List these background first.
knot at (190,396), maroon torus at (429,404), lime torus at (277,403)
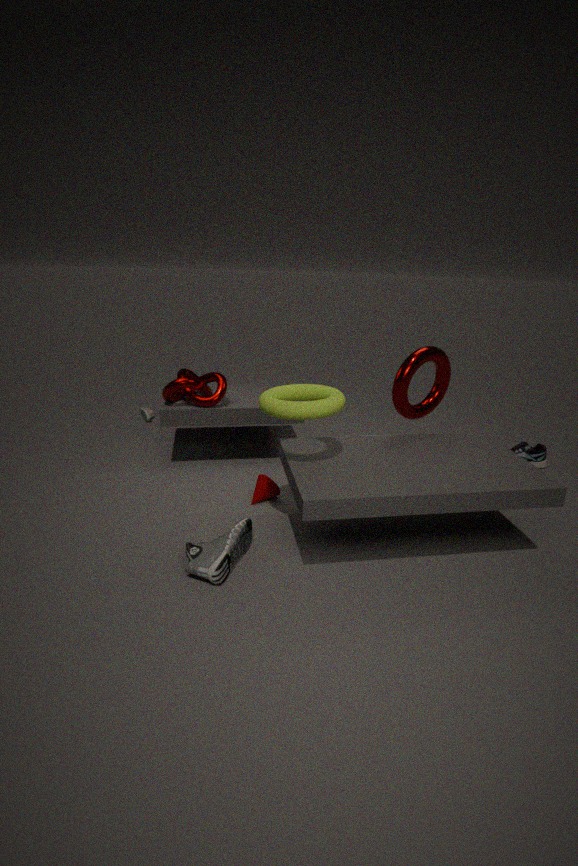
knot at (190,396) → maroon torus at (429,404) → lime torus at (277,403)
